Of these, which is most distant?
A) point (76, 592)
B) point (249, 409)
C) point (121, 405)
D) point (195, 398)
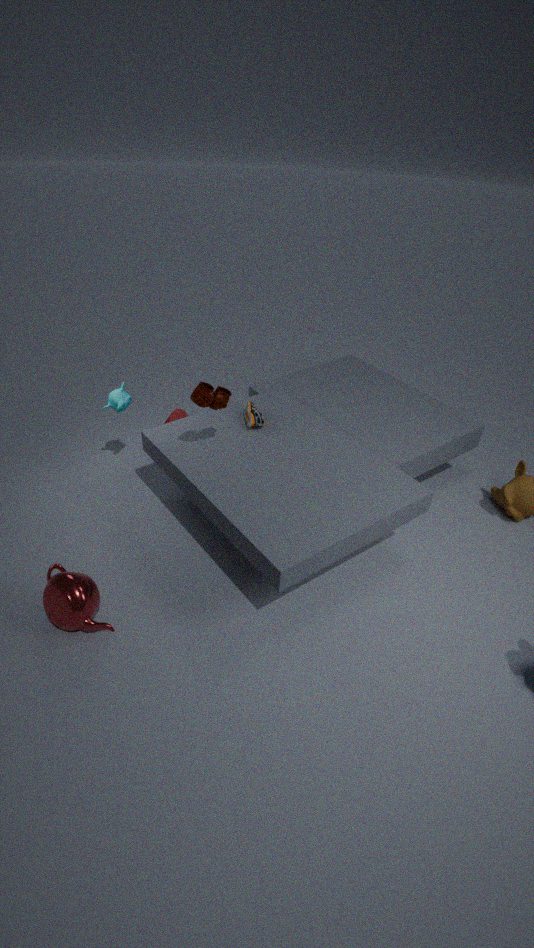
point (249, 409)
